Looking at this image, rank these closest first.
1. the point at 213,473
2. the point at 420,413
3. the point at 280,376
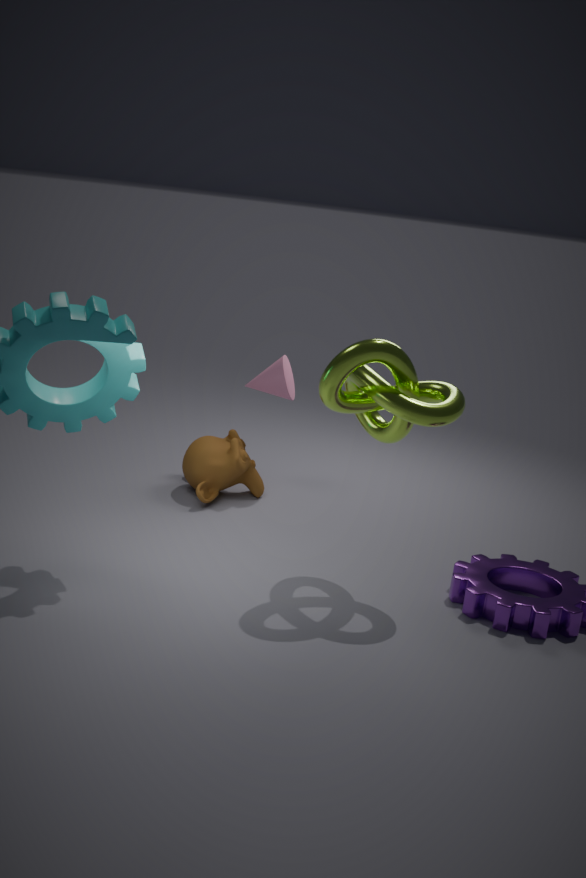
the point at 420,413 < the point at 213,473 < the point at 280,376
